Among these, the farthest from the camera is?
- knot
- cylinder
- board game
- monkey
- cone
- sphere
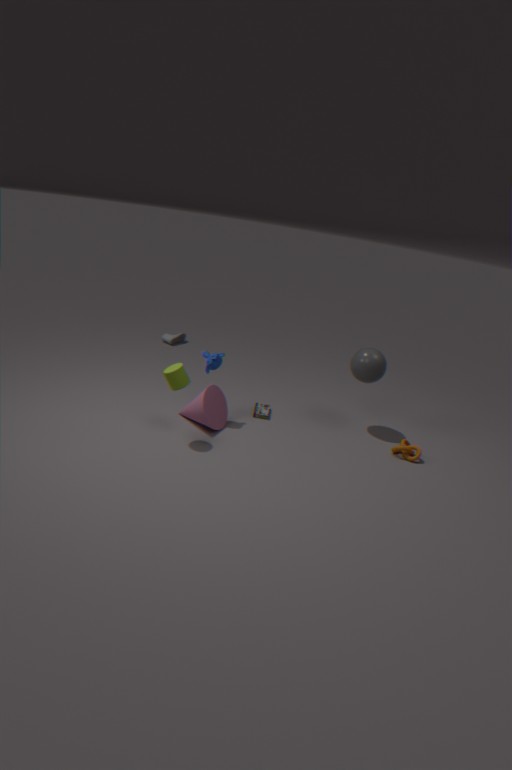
board game
